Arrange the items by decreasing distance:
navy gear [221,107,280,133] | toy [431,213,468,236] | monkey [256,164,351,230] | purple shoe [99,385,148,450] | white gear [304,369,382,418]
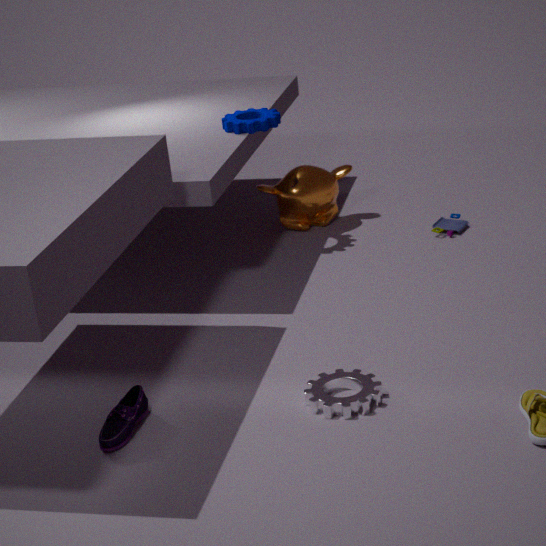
monkey [256,164,351,230] → toy [431,213,468,236] → navy gear [221,107,280,133] → white gear [304,369,382,418] → purple shoe [99,385,148,450]
